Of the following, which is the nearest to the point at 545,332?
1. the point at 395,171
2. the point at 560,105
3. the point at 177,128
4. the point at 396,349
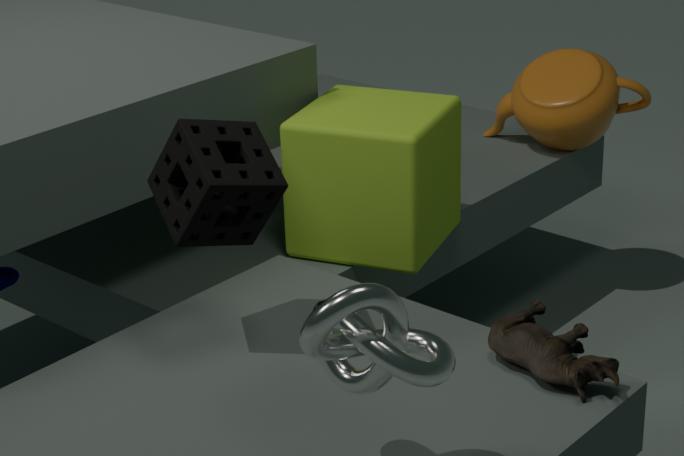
the point at 396,349
